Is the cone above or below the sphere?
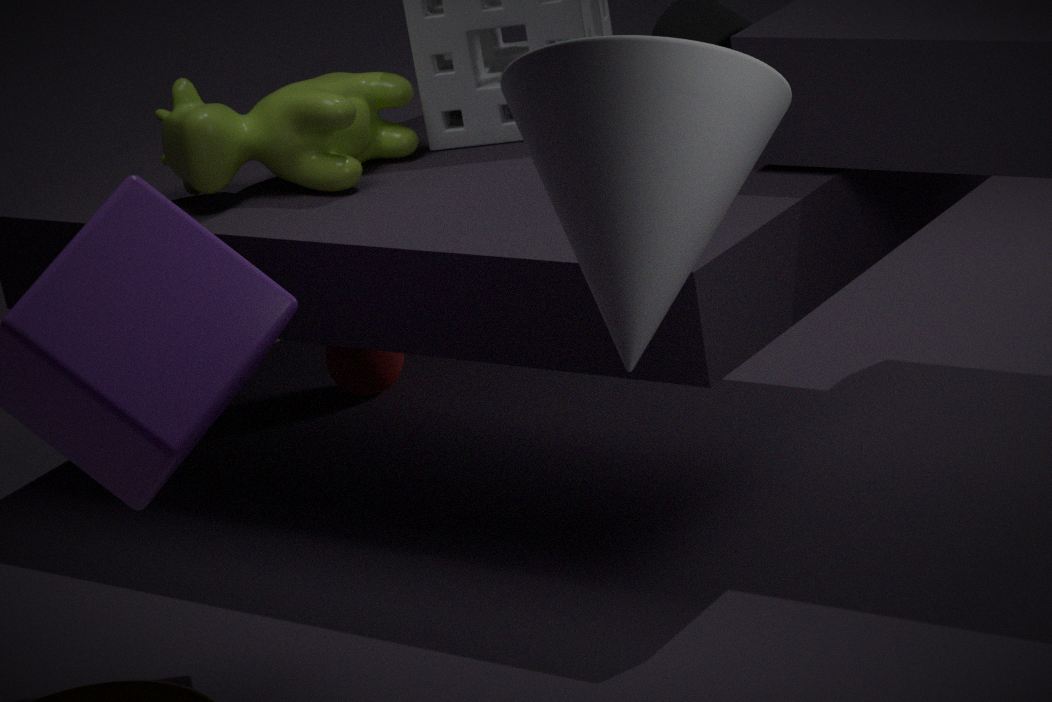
above
